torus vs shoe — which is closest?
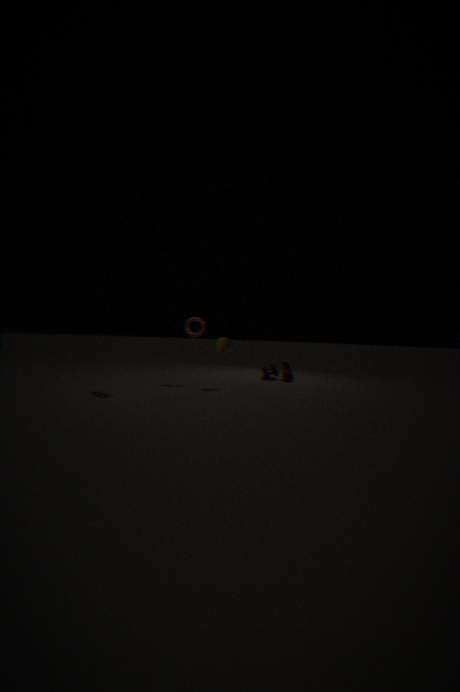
shoe
